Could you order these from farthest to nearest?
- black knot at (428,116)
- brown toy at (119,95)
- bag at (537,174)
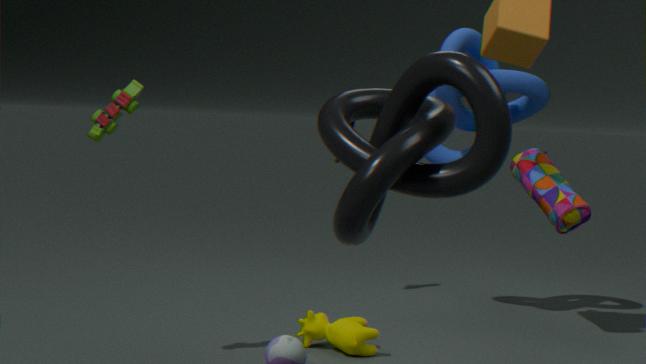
1. bag at (537,174)
2. brown toy at (119,95)
3. black knot at (428,116)
